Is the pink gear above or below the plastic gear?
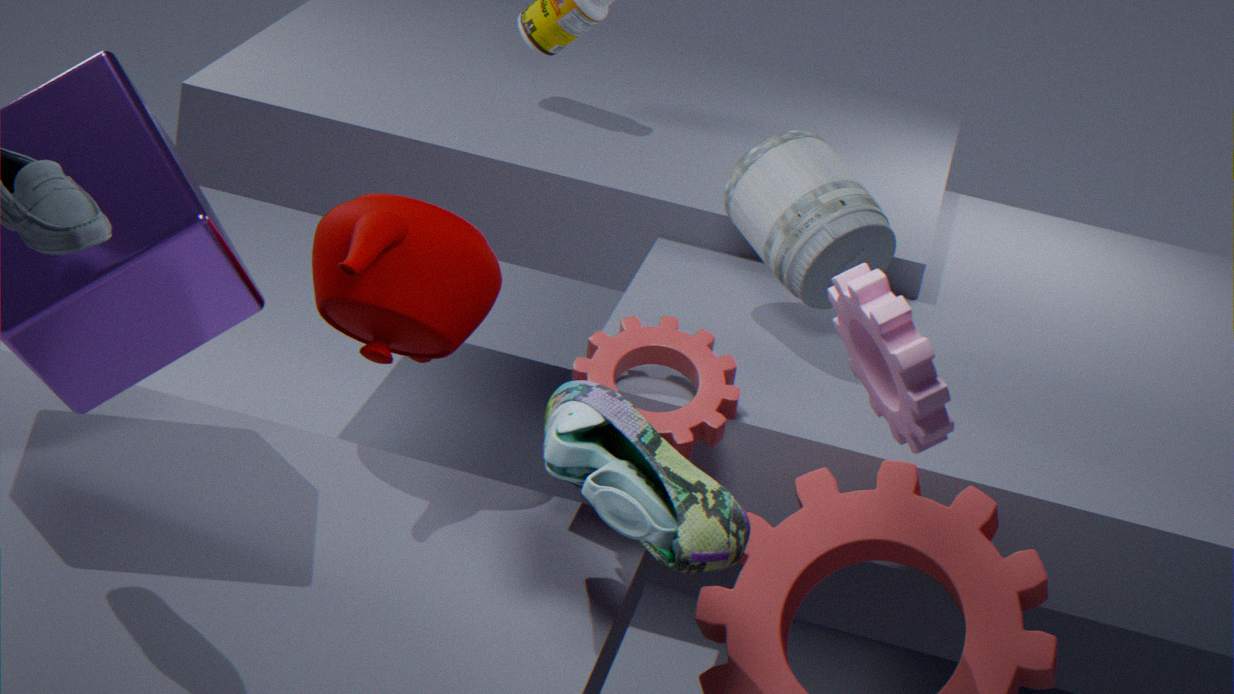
above
